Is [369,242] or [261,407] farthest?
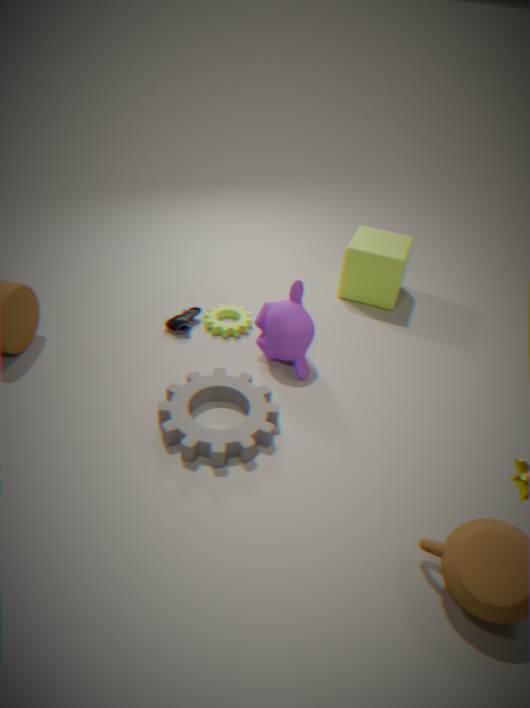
[369,242]
